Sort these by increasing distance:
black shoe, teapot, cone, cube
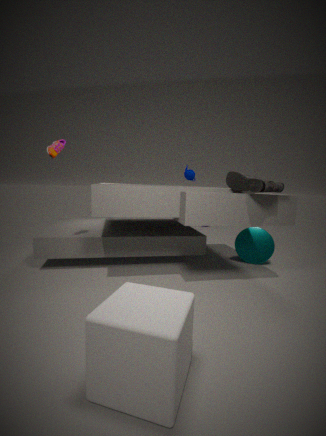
cube → black shoe → cone → teapot
